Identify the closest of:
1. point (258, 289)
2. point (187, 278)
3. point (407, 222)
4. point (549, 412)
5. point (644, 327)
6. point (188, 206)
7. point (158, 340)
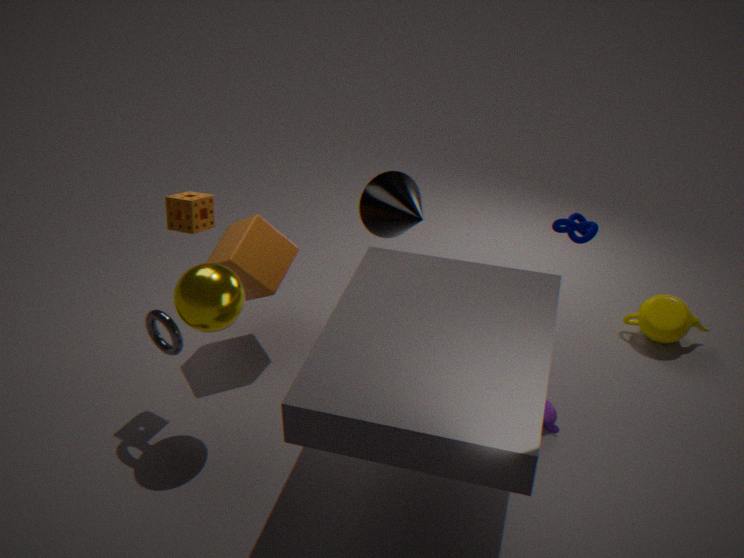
point (187, 278)
